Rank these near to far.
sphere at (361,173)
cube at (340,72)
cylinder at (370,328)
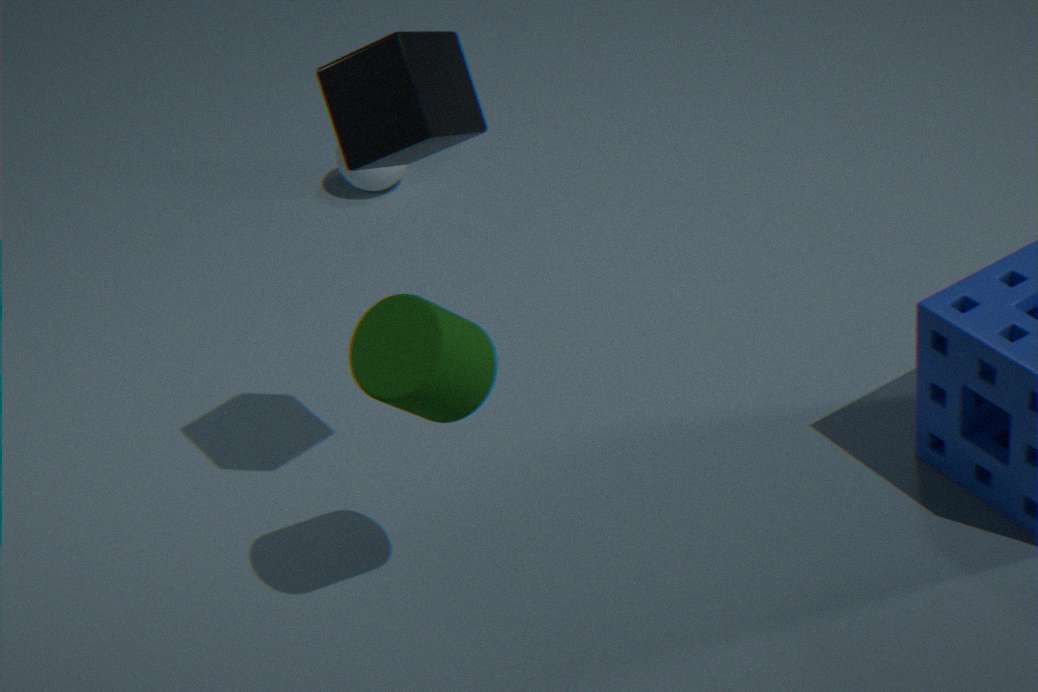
cylinder at (370,328) < cube at (340,72) < sphere at (361,173)
